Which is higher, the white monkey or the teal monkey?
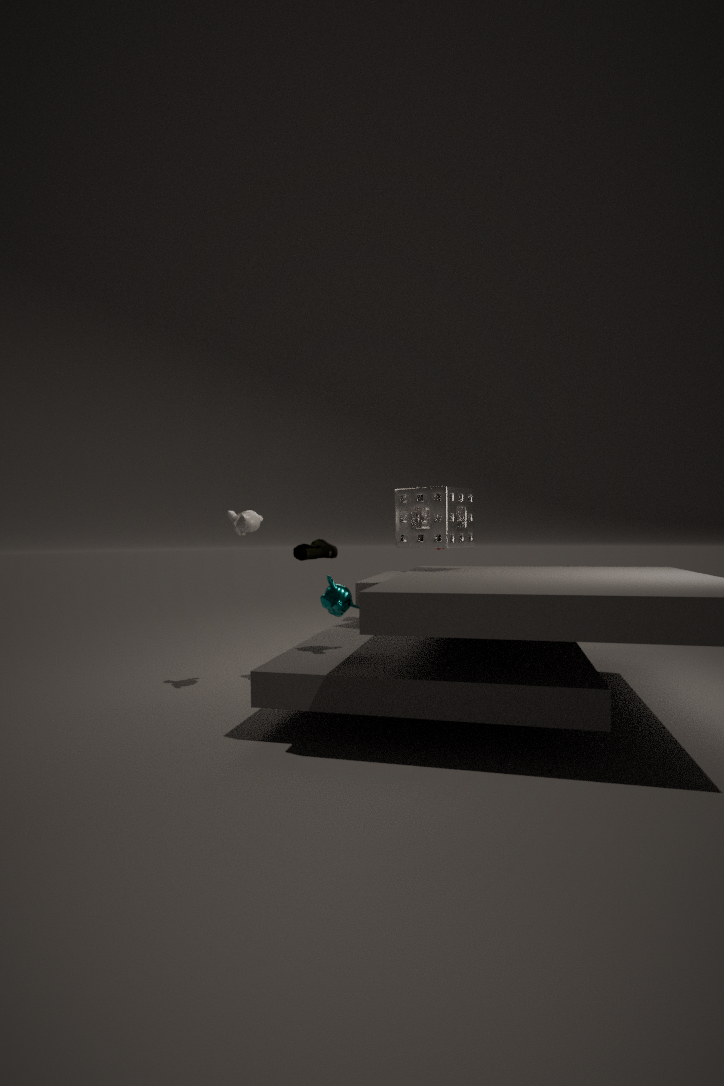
the white monkey
